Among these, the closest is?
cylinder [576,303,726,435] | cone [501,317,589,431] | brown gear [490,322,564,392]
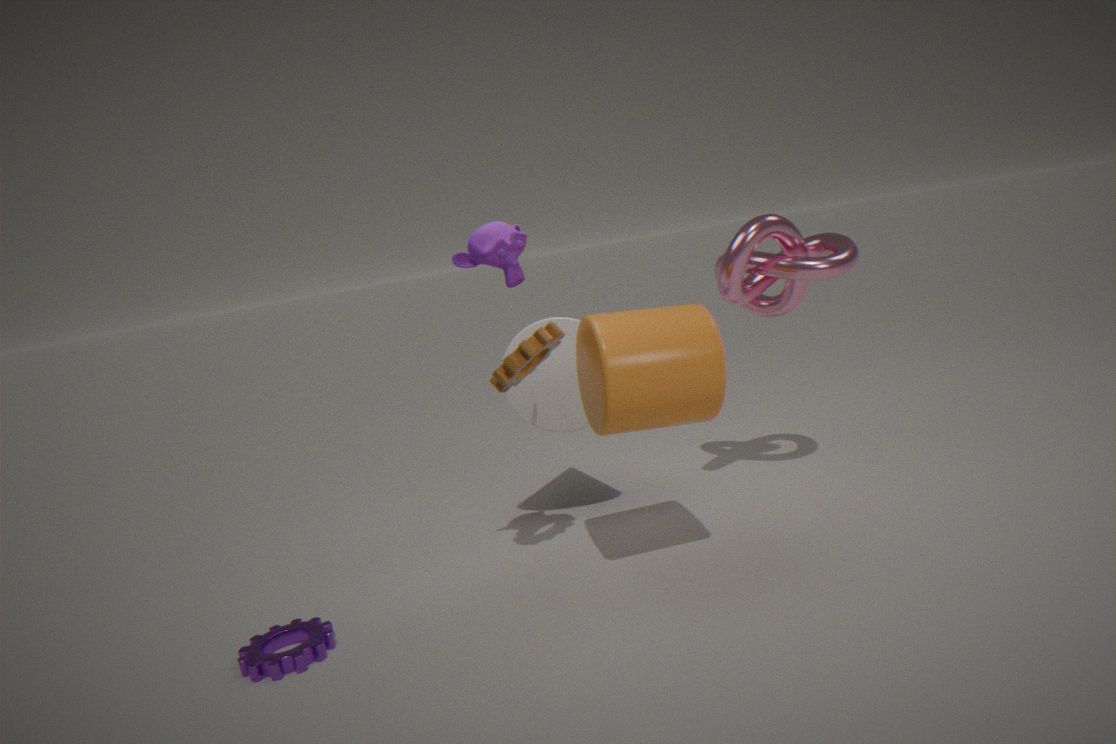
cylinder [576,303,726,435]
